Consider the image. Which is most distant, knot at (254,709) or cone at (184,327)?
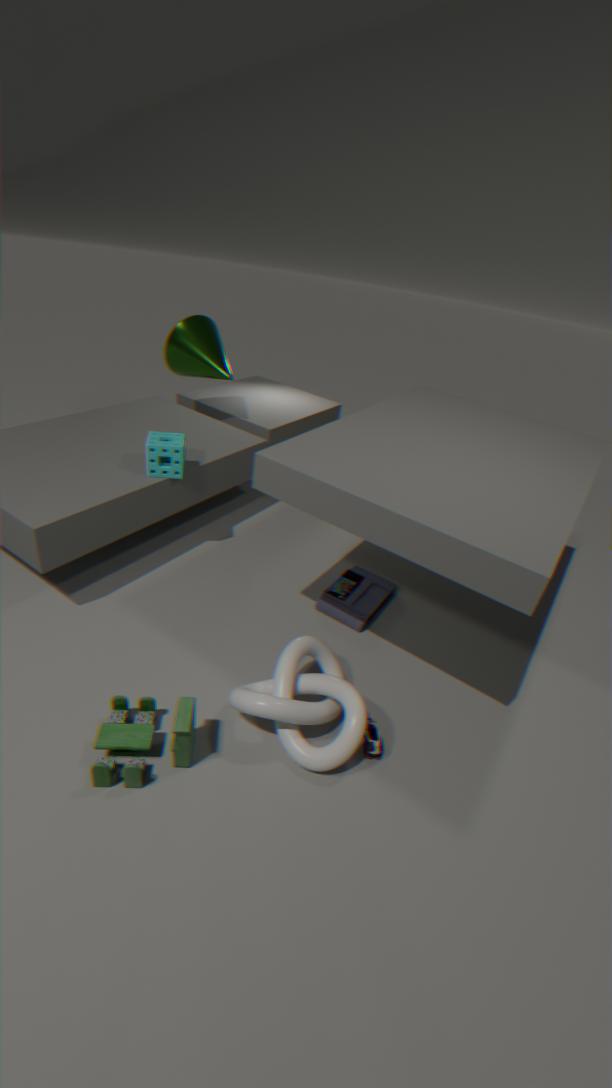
cone at (184,327)
